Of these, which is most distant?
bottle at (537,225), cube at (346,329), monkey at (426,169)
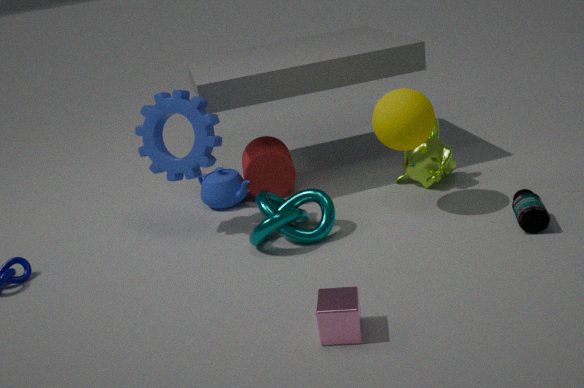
monkey at (426,169)
